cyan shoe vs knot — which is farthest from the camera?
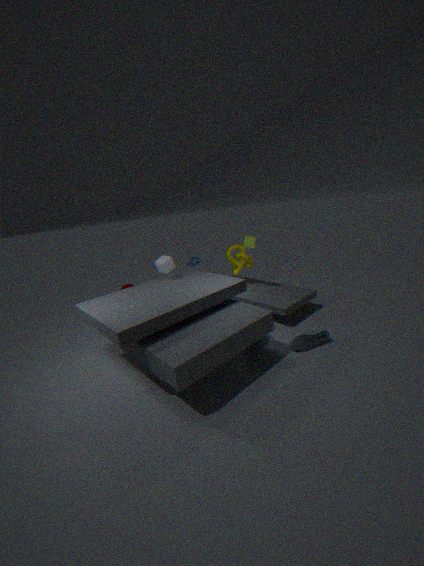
knot
